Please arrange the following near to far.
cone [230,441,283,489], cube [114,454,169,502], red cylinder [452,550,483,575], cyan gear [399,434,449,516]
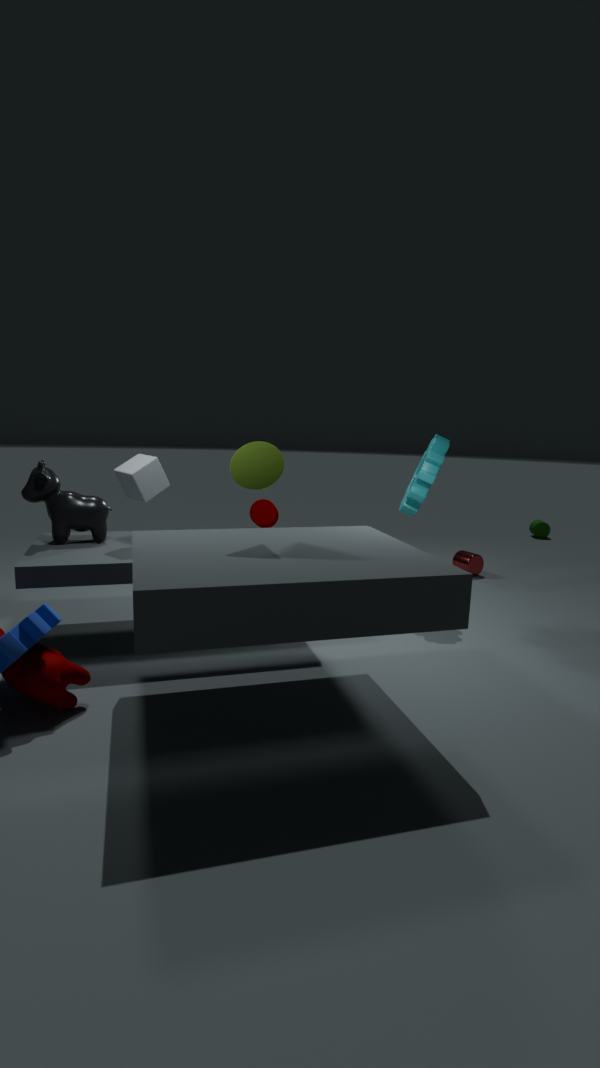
cone [230,441,283,489] → cube [114,454,169,502] → cyan gear [399,434,449,516] → red cylinder [452,550,483,575]
